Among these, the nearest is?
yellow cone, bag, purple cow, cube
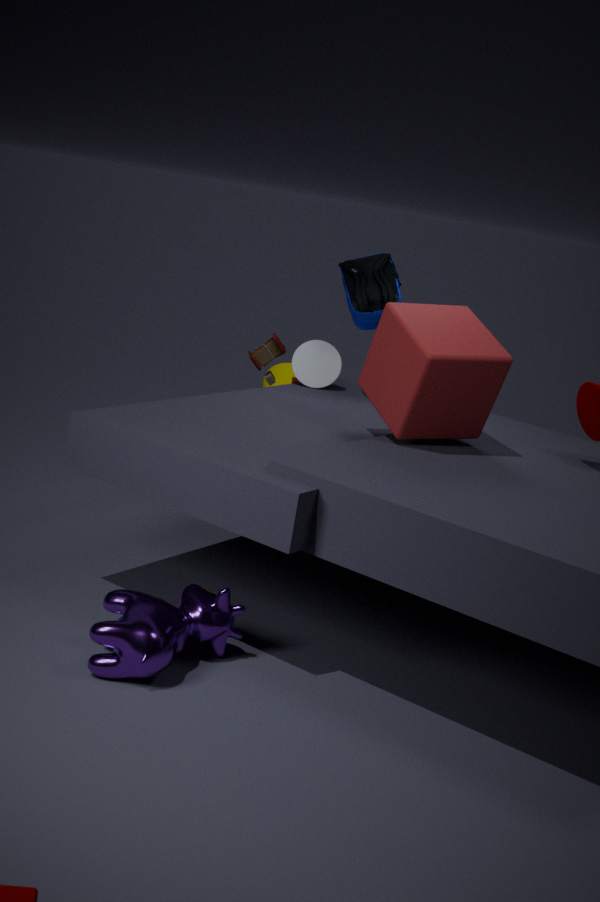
purple cow
